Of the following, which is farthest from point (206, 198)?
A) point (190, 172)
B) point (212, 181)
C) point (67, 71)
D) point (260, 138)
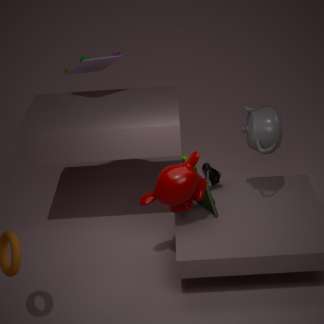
point (67, 71)
